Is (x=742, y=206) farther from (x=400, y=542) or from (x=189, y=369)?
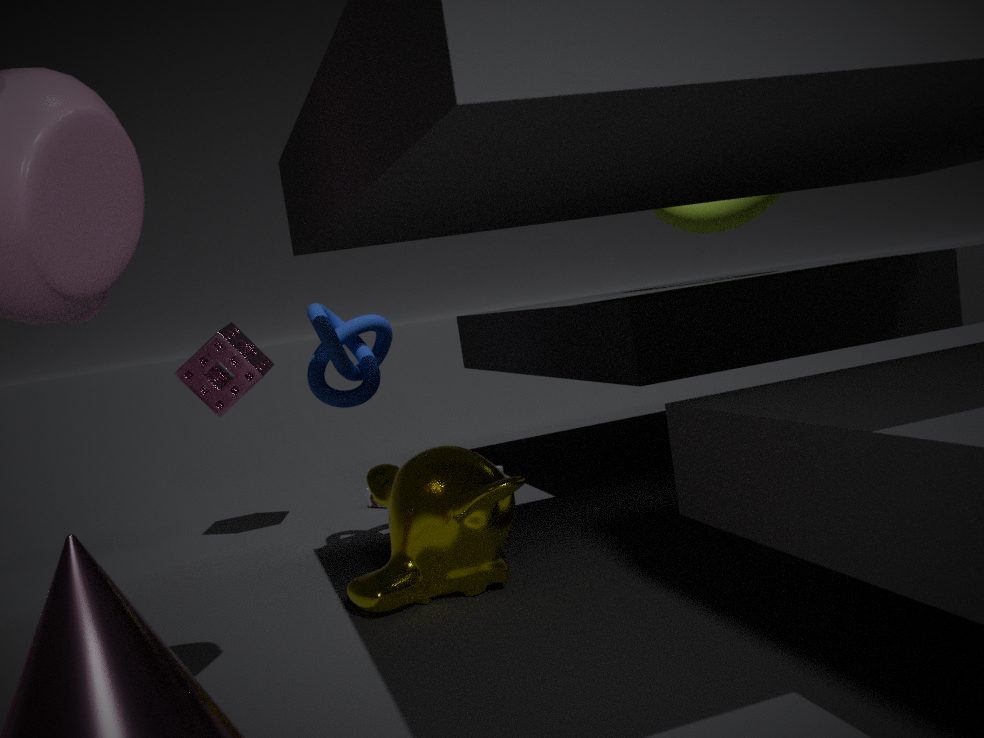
(x=189, y=369)
